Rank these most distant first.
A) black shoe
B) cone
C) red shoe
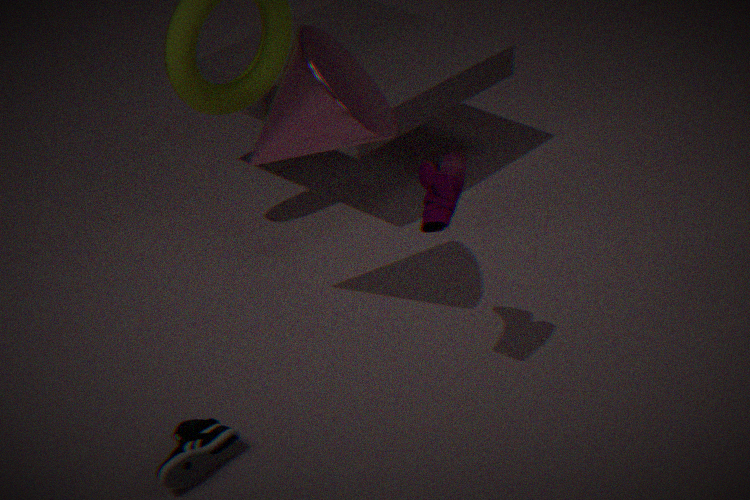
1. cone
2. red shoe
3. black shoe
